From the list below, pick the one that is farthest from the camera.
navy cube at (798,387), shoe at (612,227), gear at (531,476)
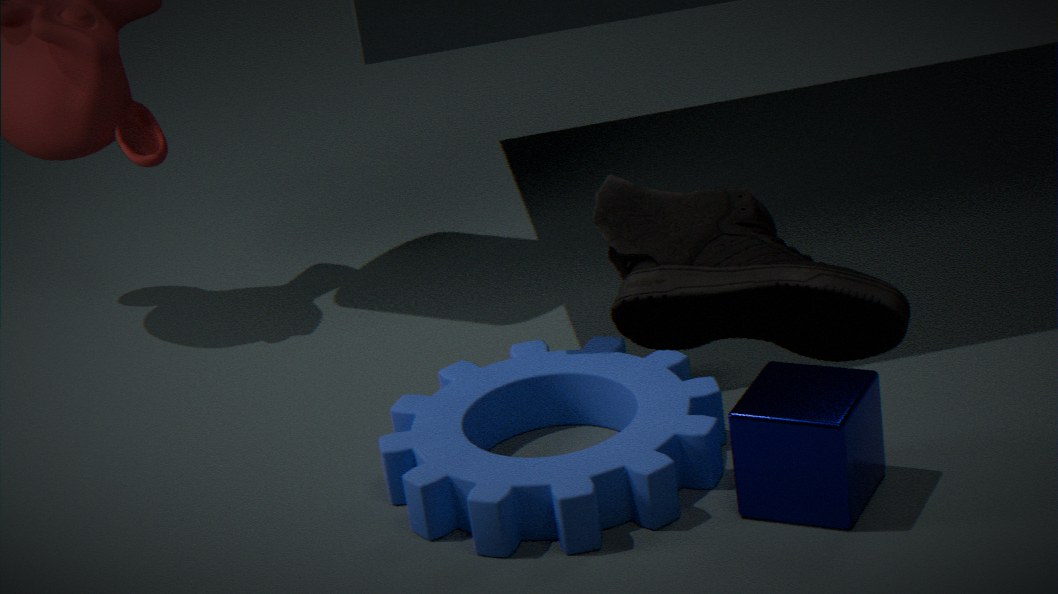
gear at (531,476)
